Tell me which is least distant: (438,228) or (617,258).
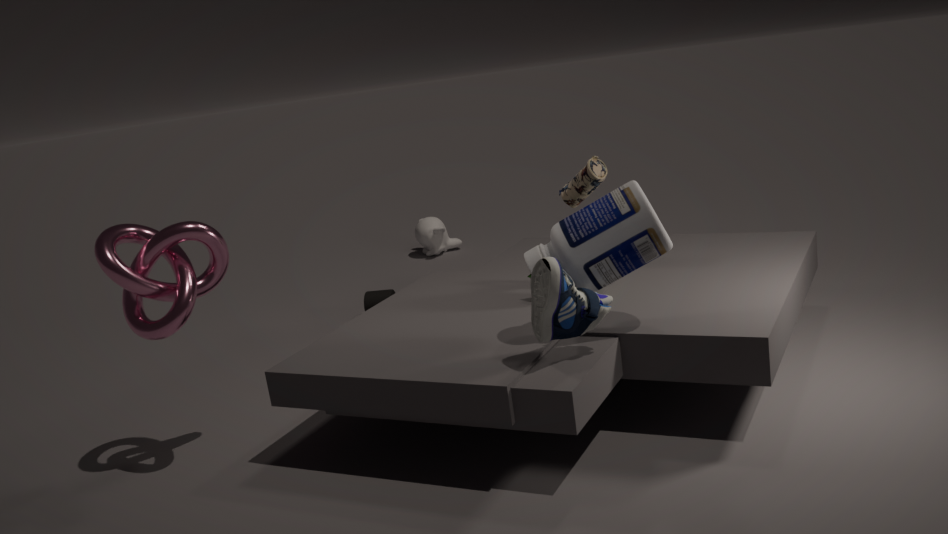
(617,258)
